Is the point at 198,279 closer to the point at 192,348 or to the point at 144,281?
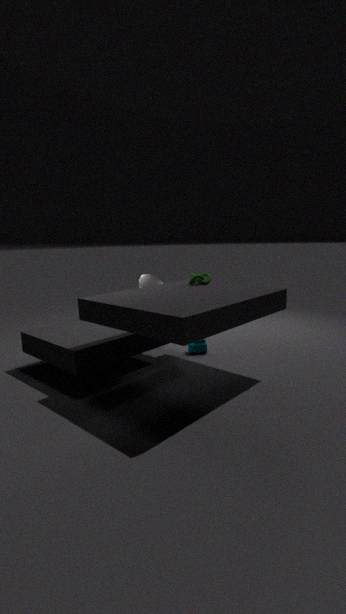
the point at 192,348
